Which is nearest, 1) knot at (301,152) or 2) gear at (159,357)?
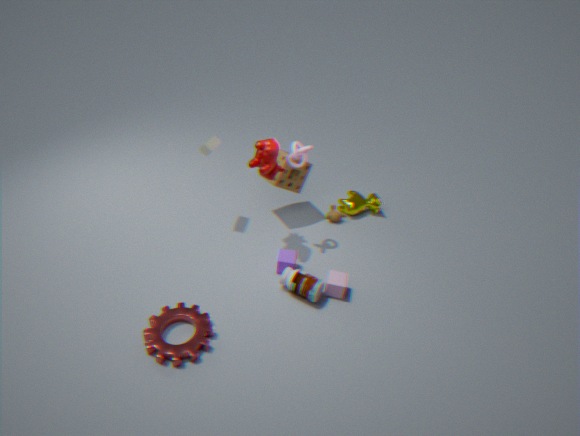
2. gear at (159,357)
